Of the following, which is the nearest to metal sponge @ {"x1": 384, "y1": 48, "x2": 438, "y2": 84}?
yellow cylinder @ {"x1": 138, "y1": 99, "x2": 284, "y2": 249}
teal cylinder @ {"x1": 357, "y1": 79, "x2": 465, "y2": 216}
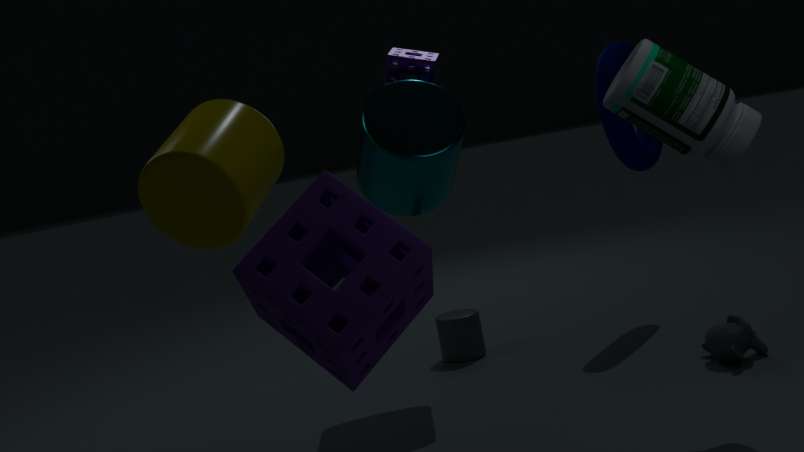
teal cylinder @ {"x1": 357, "y1": 79, "x2": 465, "y2": 216}
